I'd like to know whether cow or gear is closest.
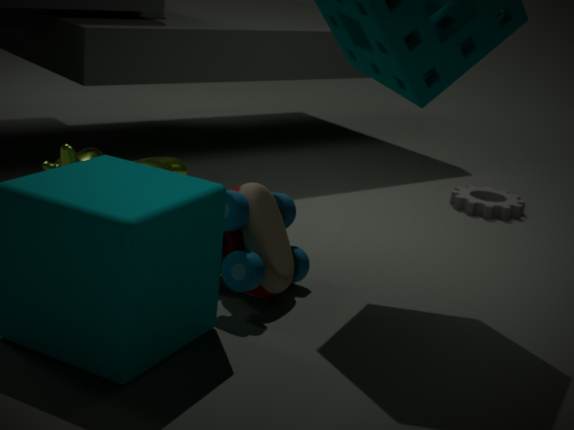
cow
